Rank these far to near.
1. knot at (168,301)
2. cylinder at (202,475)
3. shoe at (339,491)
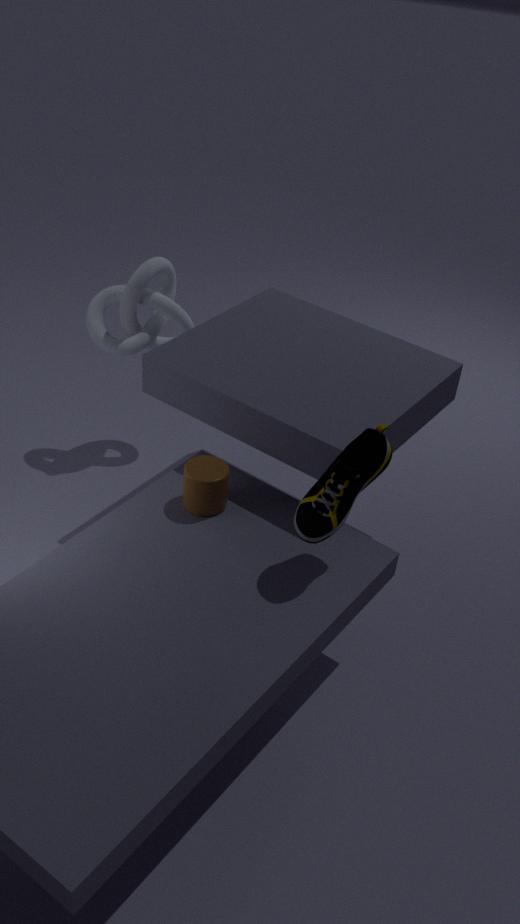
knot at (168,301) → cylinder at (202,475) → shoe at (339,491)
